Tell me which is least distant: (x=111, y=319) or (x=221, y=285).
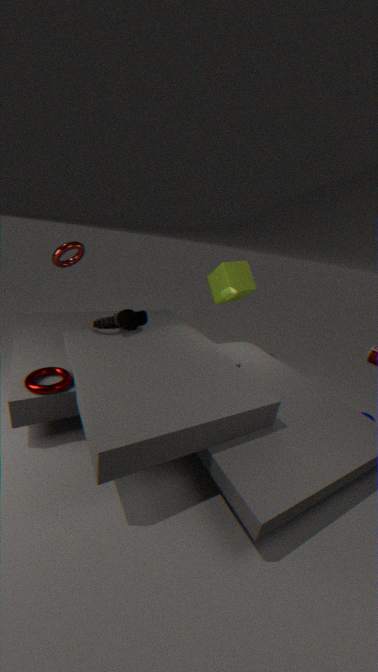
(x=111, y=319)
